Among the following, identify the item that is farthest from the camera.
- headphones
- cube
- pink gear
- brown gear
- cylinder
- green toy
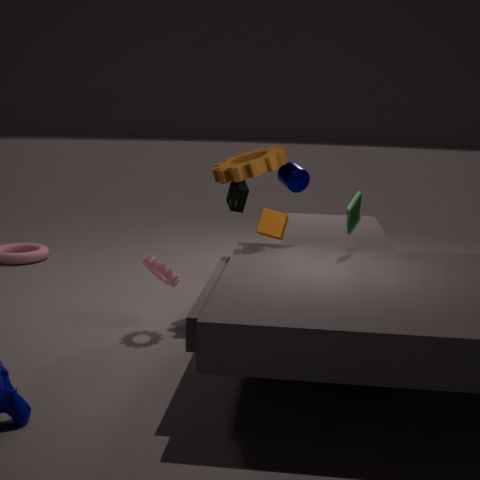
headphones
